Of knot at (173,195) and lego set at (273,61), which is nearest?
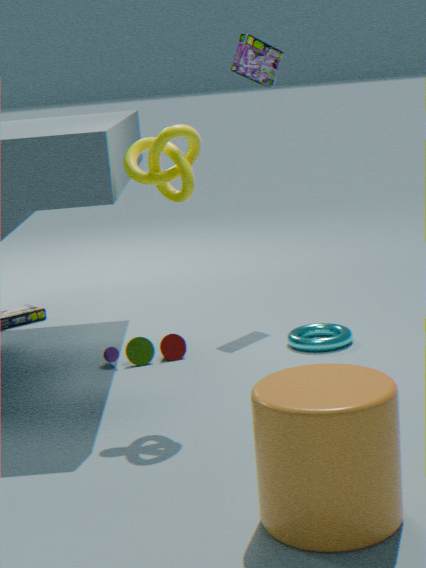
knot at (173,195)
